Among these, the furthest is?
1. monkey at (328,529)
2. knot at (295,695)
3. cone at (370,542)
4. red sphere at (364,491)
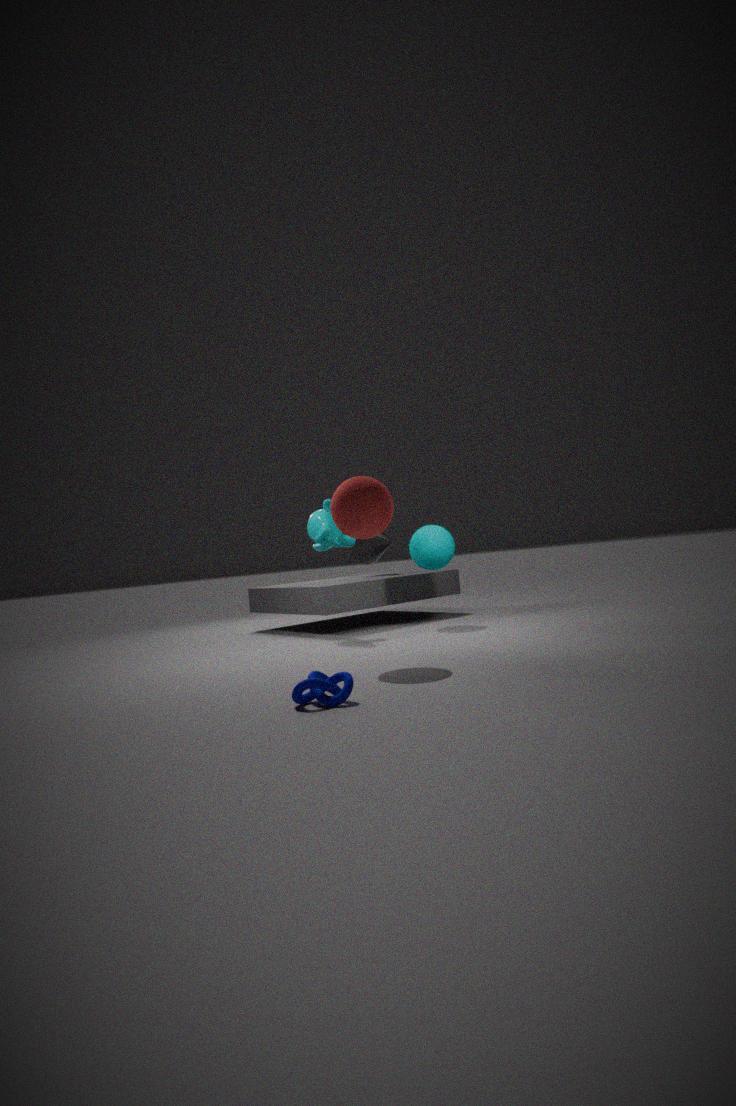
cone at (370,542)
